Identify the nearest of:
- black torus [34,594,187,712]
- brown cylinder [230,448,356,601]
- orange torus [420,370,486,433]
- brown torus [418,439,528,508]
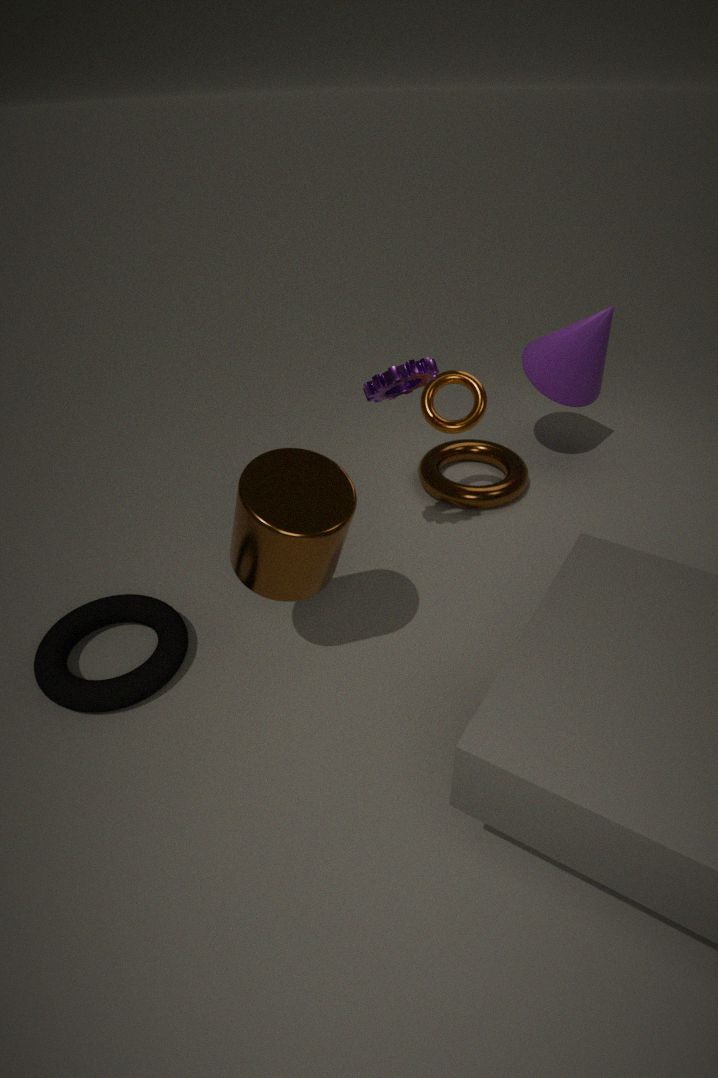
brown cylinder [230,448,356,601]
